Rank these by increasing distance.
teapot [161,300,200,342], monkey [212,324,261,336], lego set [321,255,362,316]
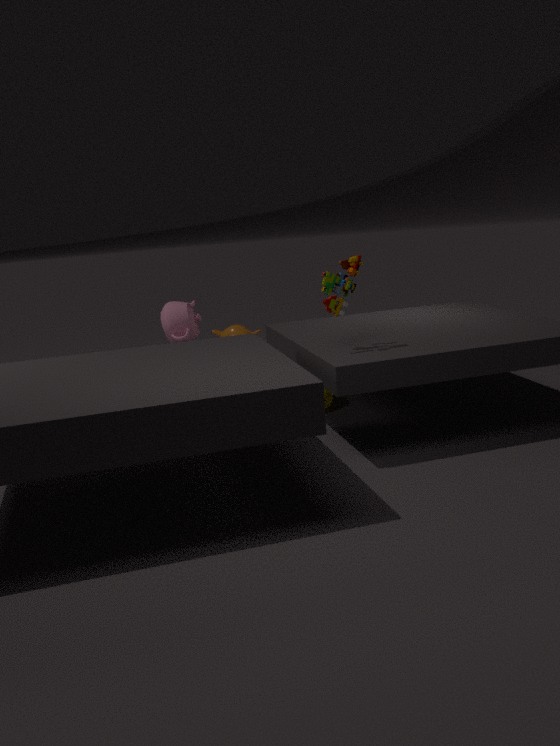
lego set [321,255,362,316]
teapot [161,300,200,342]
monkey [212,324,261,336]
